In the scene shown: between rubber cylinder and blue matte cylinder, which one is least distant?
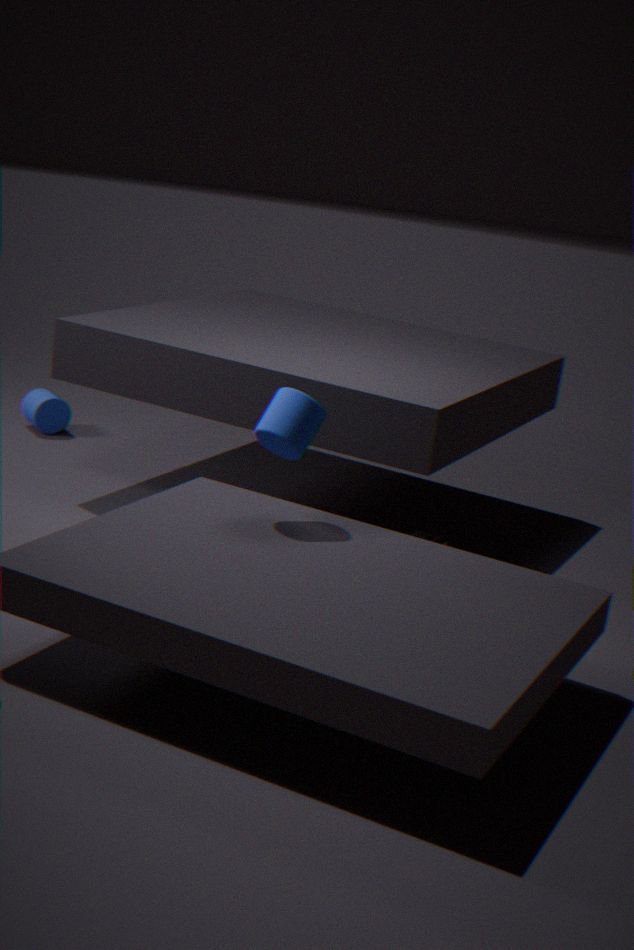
blue matte cylinder
